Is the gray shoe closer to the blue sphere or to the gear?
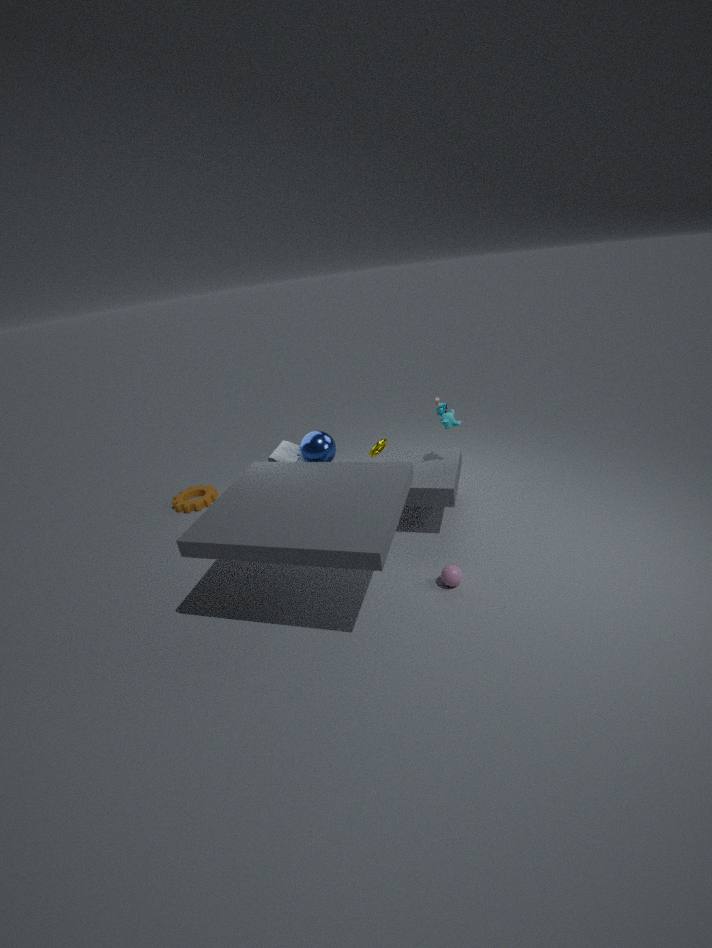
the blue sphere
